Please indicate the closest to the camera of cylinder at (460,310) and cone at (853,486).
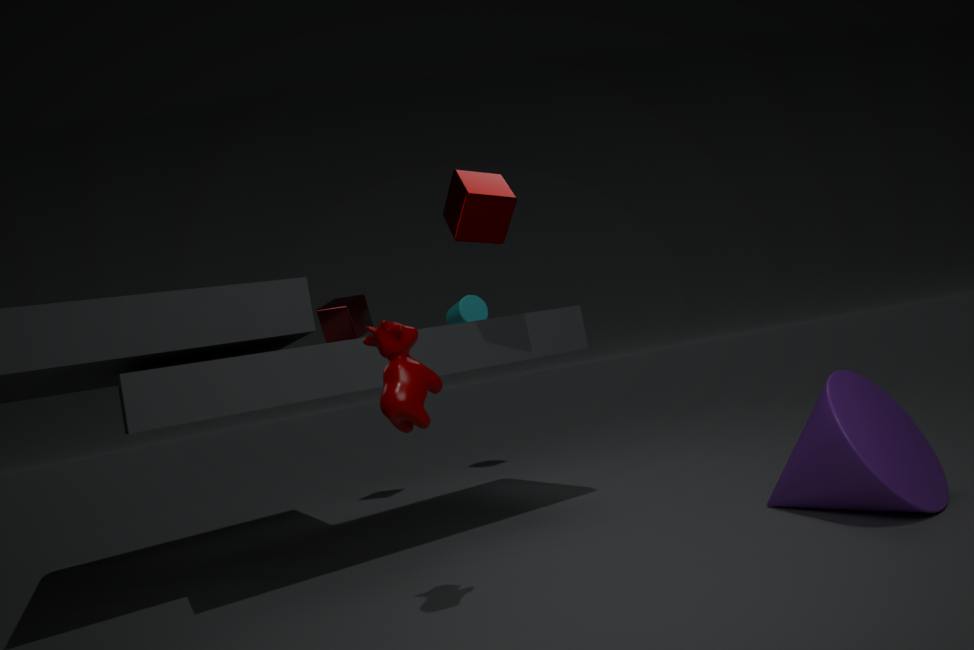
cone at (853,486)
